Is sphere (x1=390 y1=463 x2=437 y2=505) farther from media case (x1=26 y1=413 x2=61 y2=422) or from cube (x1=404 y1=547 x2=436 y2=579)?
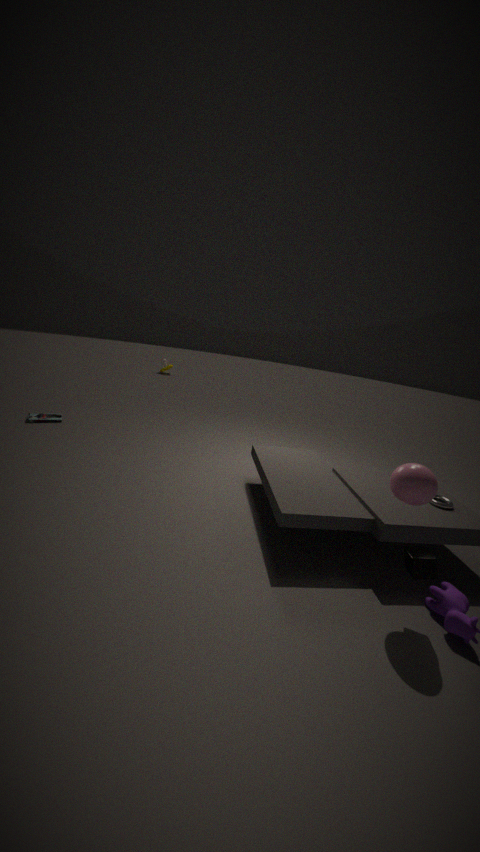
media case (x1=26 y1=413 x2=61 y2=422)
